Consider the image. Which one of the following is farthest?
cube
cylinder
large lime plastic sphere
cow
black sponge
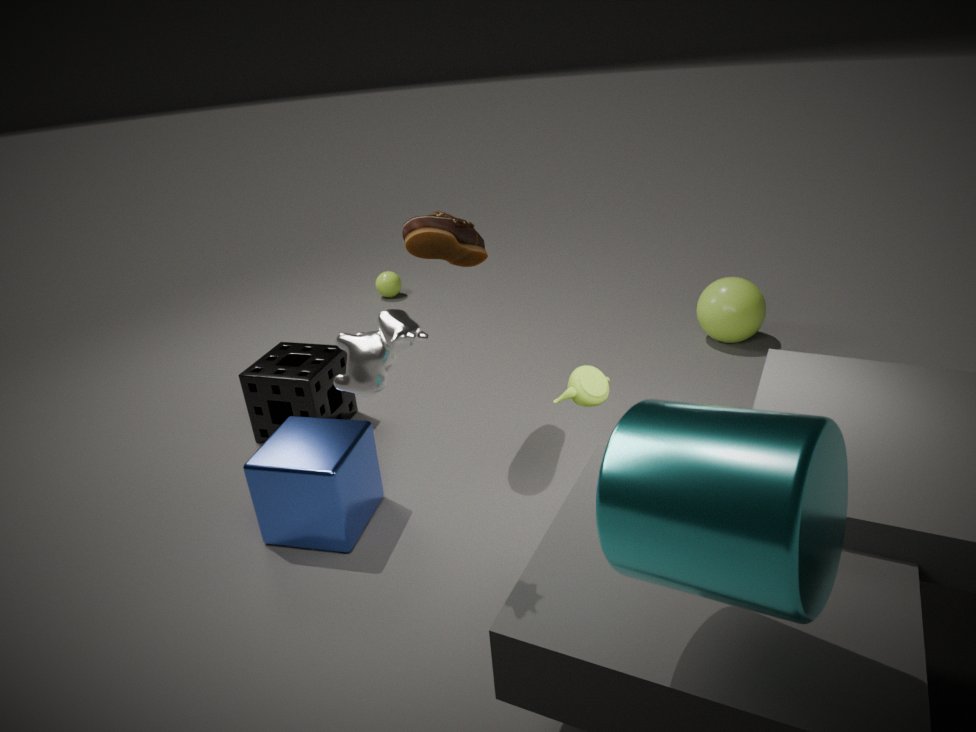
large lime plastic sphere
